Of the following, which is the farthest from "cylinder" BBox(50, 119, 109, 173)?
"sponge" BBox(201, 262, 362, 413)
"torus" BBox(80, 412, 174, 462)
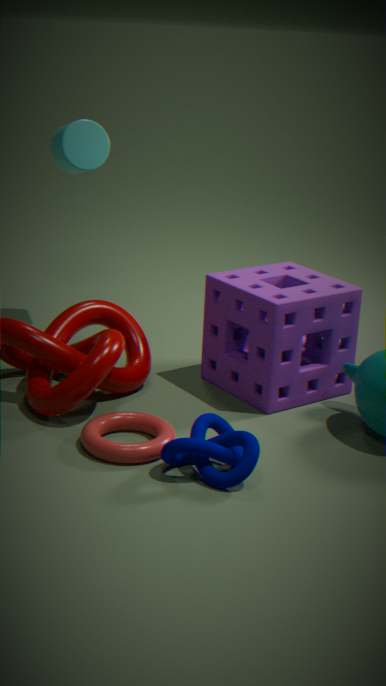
"torus" BBox(80, 412, 174, 462)
